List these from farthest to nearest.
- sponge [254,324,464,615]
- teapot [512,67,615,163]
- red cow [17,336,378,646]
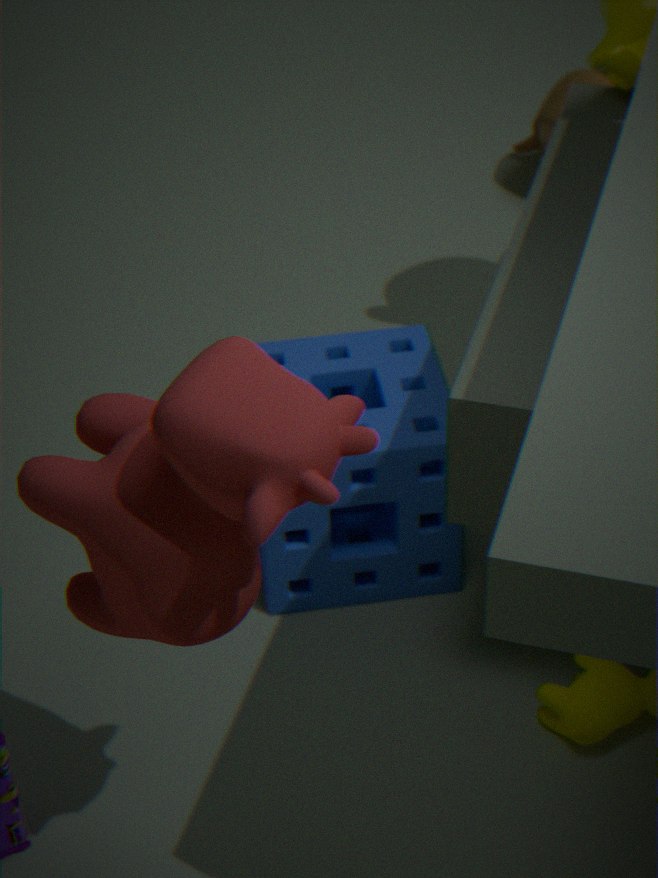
teapot [512,67,615,163]
sponge [254,324,464,615]
red cow [17,336,378,646]
